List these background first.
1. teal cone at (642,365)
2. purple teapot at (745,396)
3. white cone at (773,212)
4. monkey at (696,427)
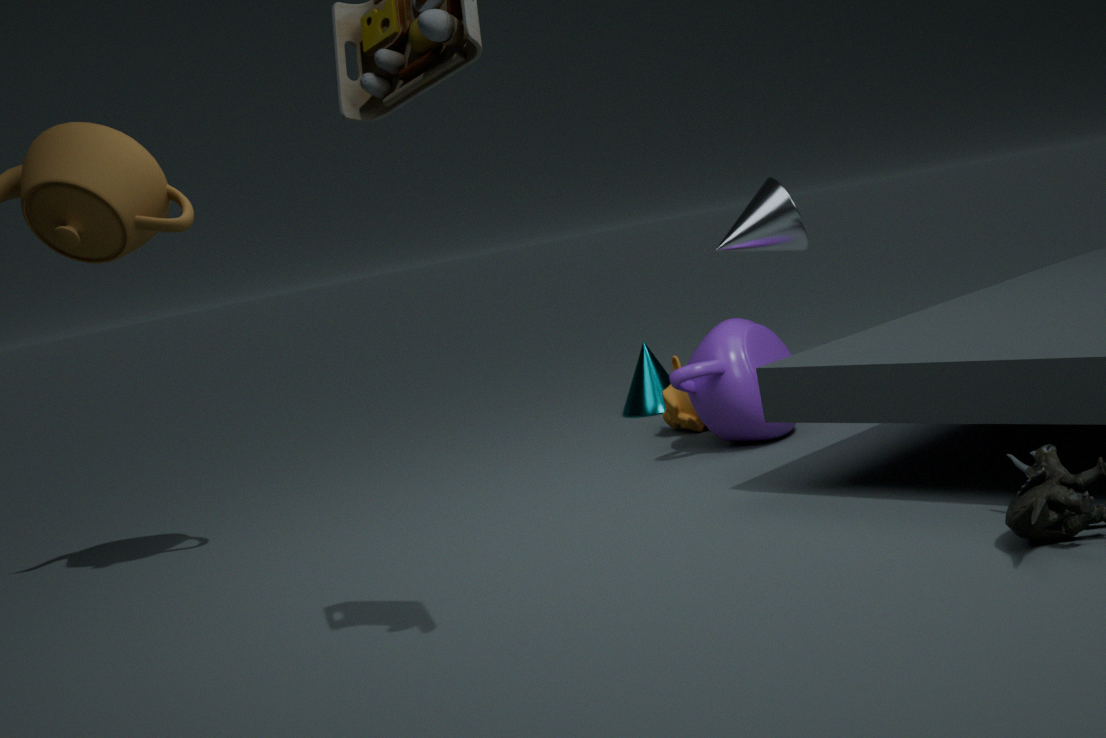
teal cone at (642,365) → monkey at (696,427) → white cone at (773,212) → purple teapot at (745,396)
